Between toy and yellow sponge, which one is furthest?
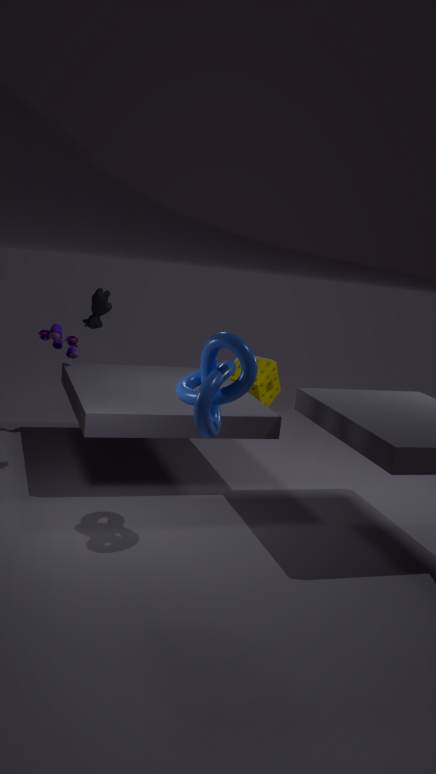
yellow sponge
